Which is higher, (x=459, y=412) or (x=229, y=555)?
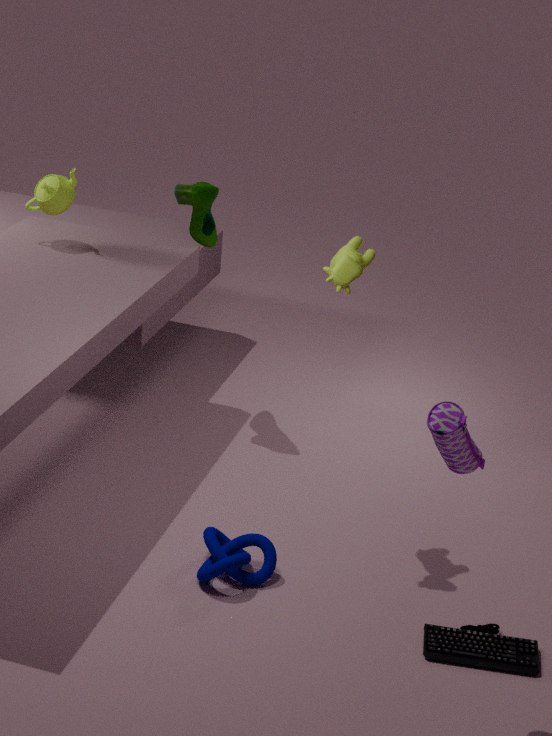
(x=459, y=412)
